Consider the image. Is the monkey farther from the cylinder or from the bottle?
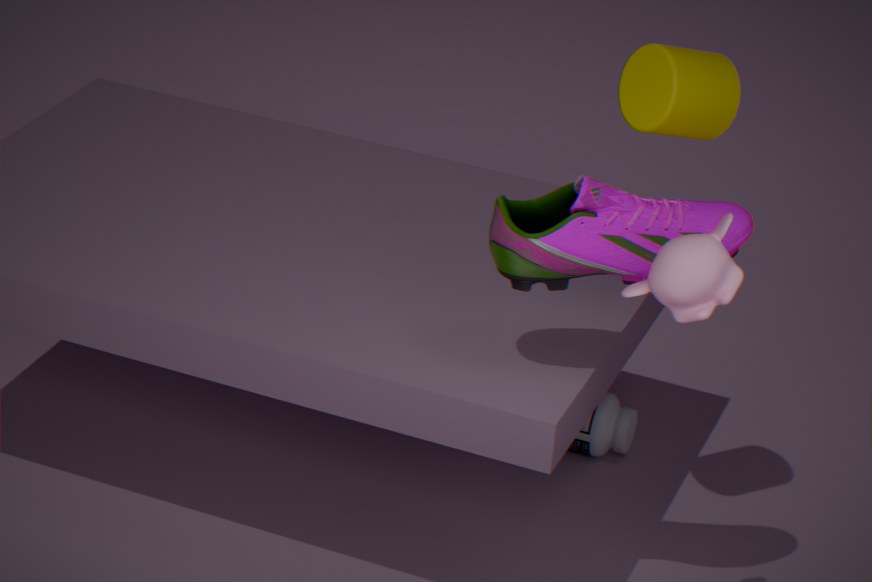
the bottle
